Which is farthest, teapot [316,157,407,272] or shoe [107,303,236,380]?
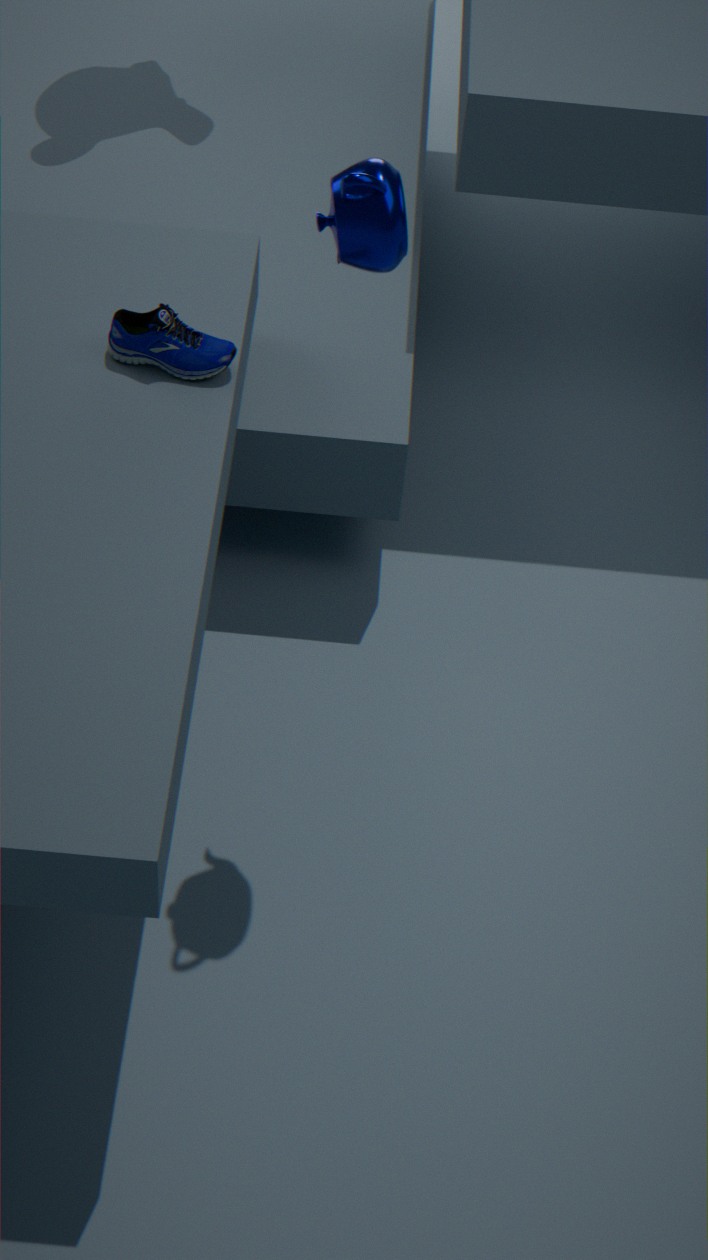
shoe [107,303,236,380]
